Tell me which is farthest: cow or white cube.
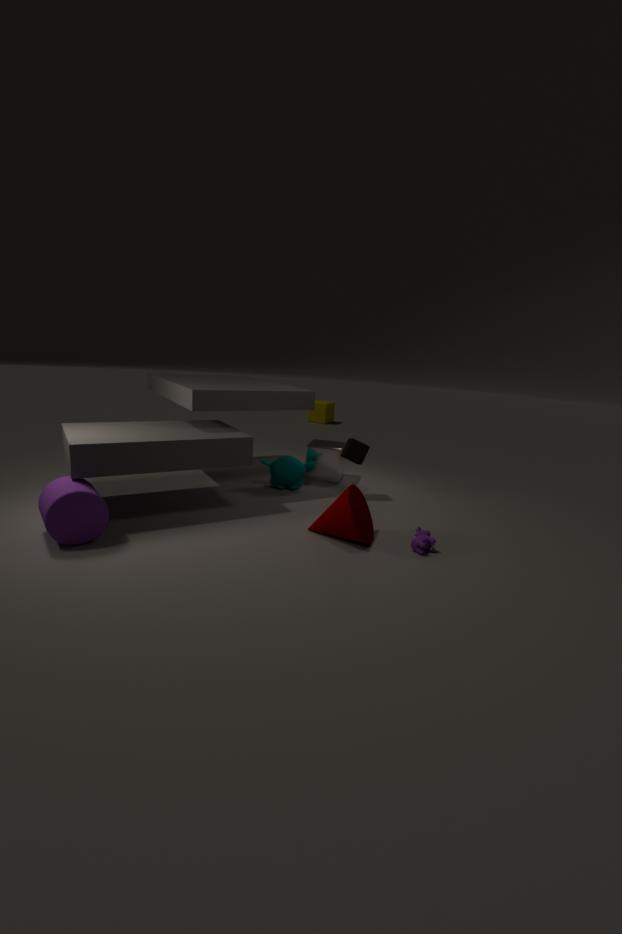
white cube
